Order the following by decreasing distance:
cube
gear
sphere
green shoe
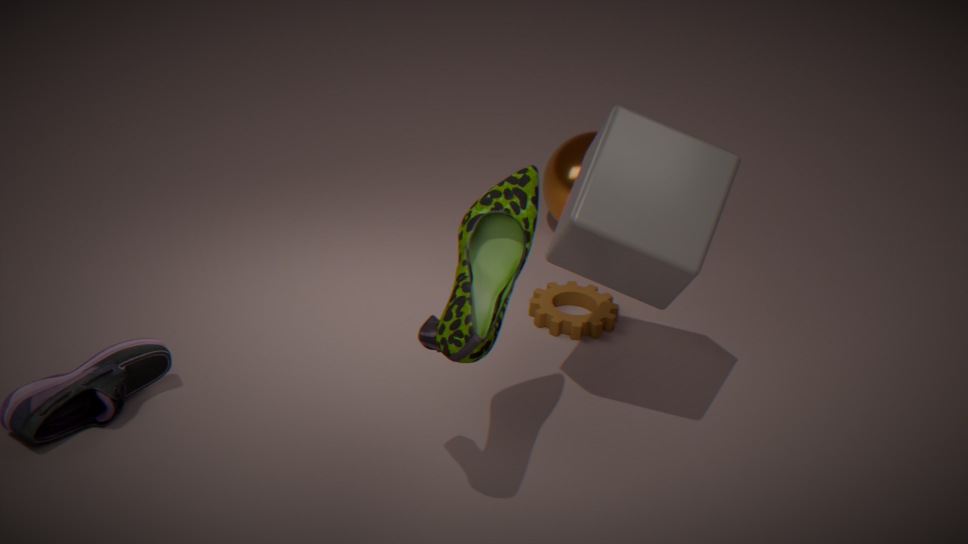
sphere → gear → cube → green shoe
